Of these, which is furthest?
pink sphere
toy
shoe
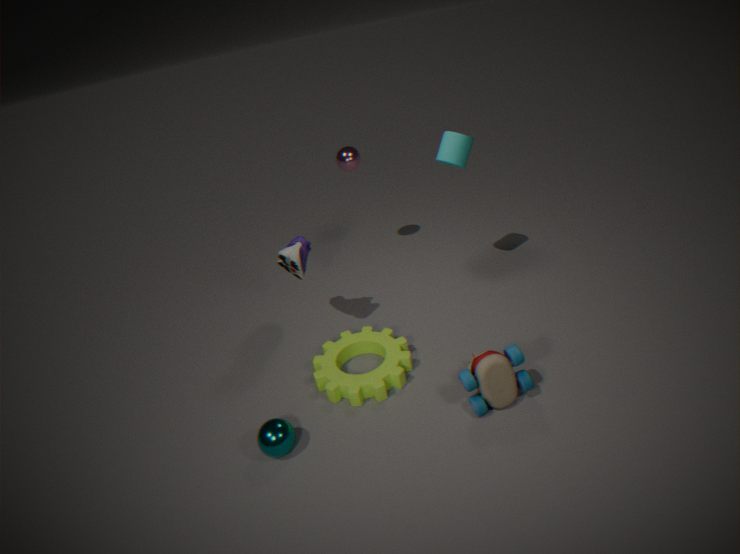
pink sphere
